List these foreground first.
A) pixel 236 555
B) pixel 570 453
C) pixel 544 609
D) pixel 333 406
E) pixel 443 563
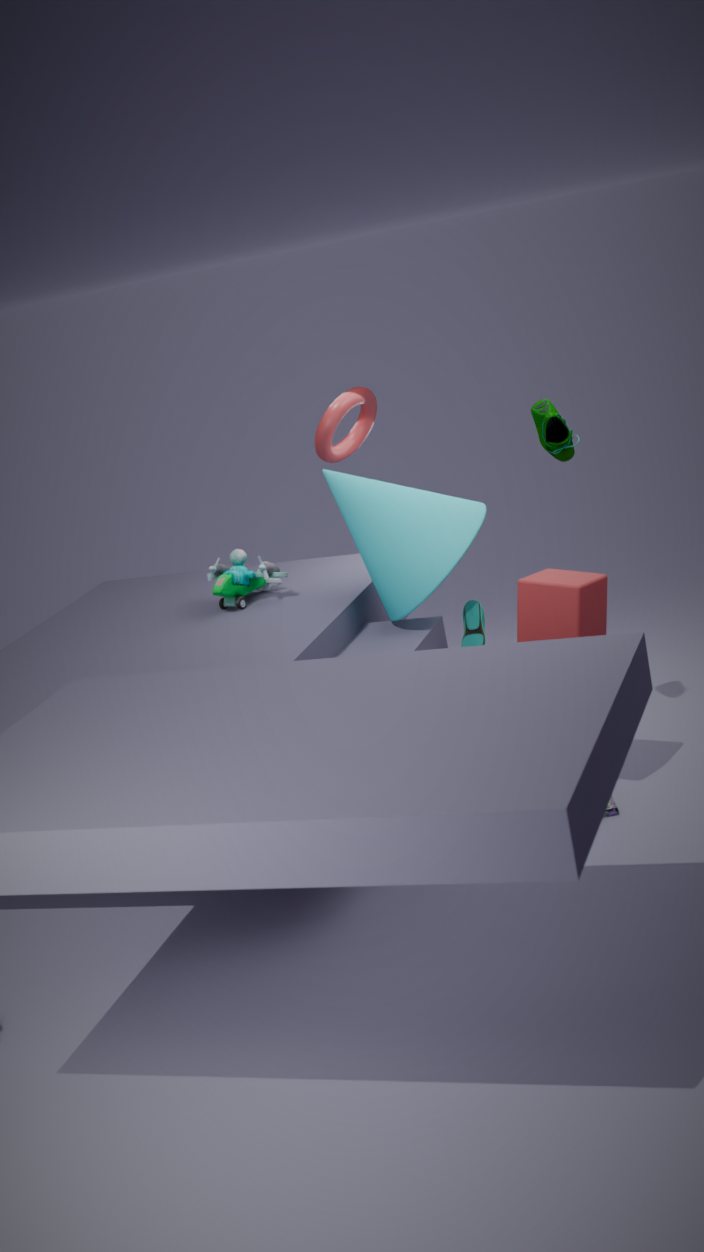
pixel 544 609 → pixel 443 563 → pixel 570 453 → pixel 236 555 → pixel 333 406
